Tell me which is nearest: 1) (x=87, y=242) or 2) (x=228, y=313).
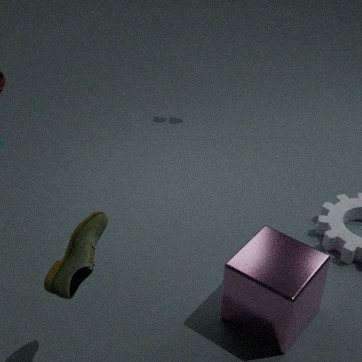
1. (x=87, y=242)
